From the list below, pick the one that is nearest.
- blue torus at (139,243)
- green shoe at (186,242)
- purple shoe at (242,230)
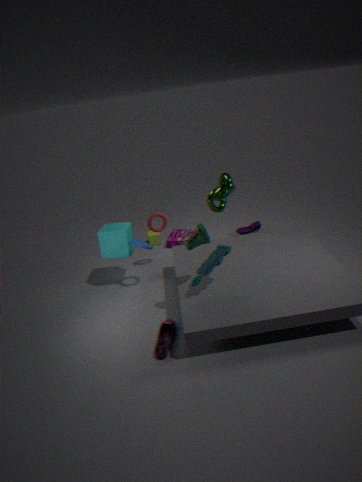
green shoe at (186,242)
